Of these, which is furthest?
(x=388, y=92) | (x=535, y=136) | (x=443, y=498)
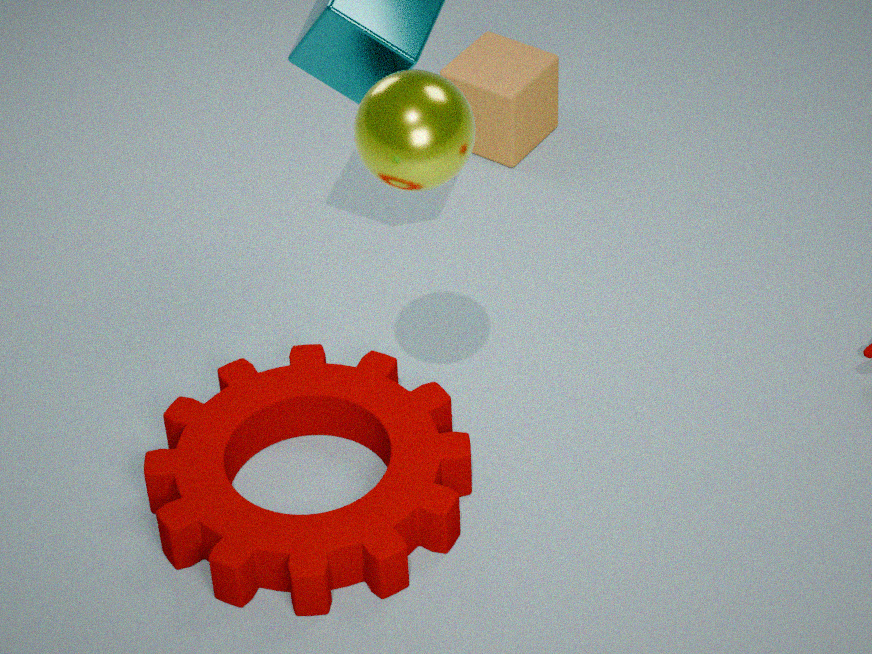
(x=535, y=136)
